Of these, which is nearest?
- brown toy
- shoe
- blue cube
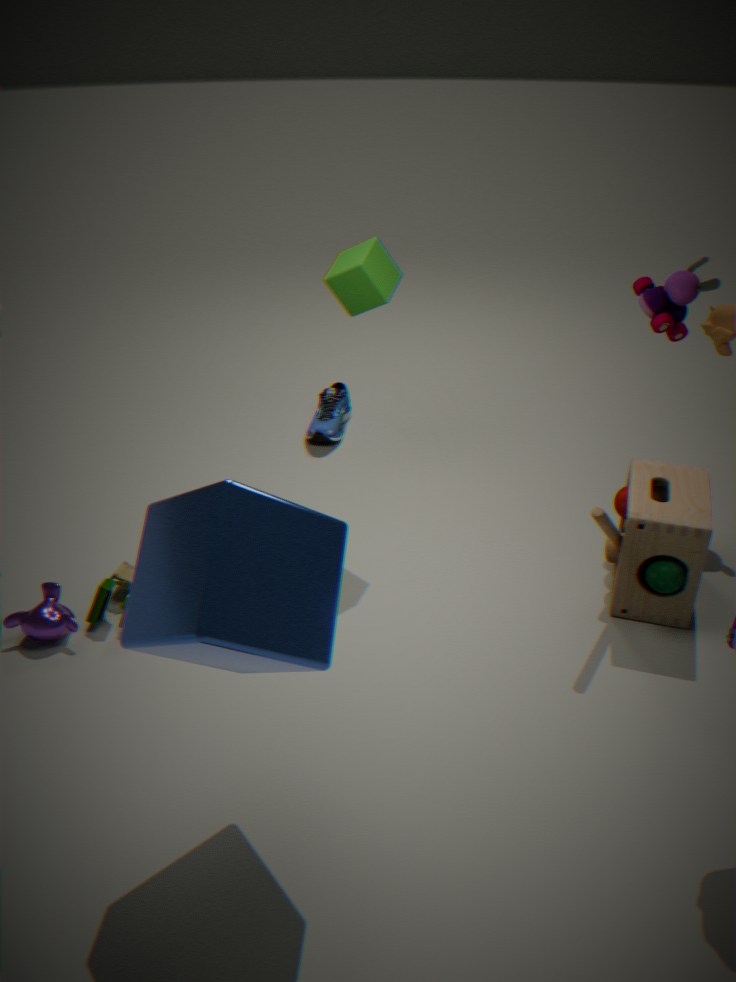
blue cube
